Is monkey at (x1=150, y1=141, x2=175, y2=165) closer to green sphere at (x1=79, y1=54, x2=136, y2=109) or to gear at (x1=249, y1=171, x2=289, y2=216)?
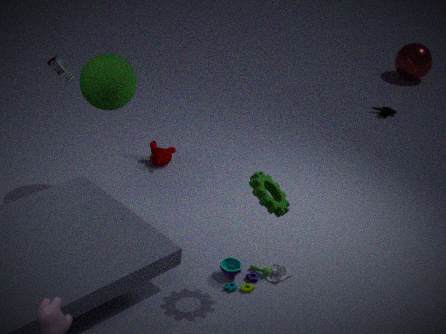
green sphere at (x1=79, y1=54, x2=136, y2=109)
